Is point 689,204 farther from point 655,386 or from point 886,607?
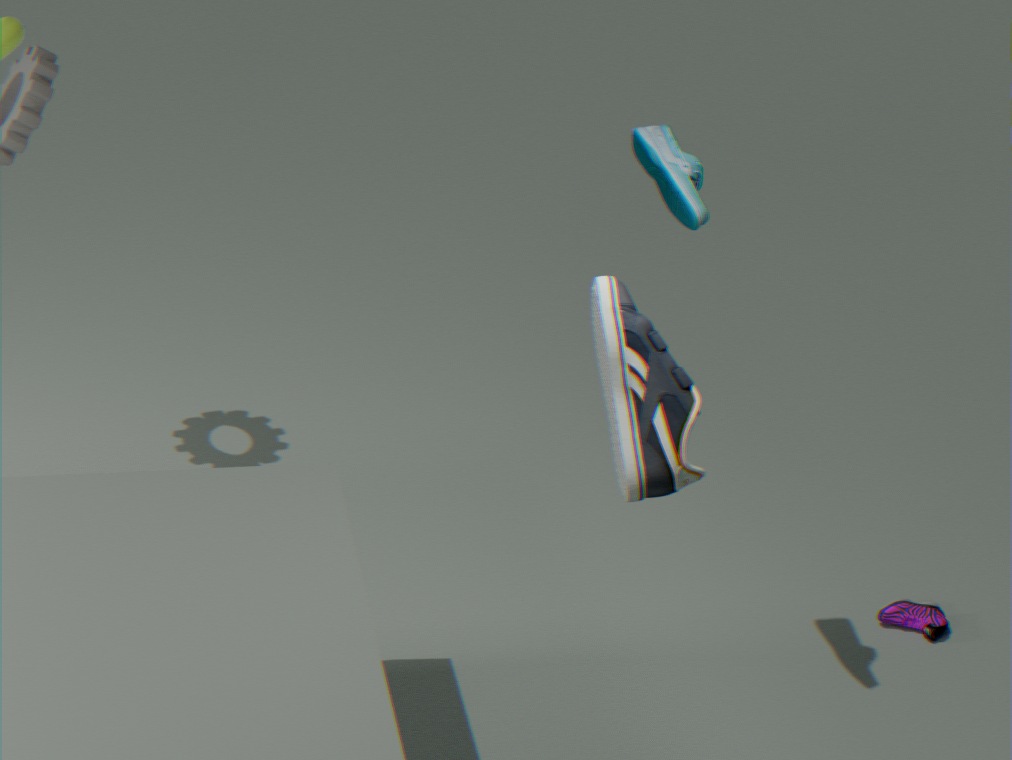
point 886,607
